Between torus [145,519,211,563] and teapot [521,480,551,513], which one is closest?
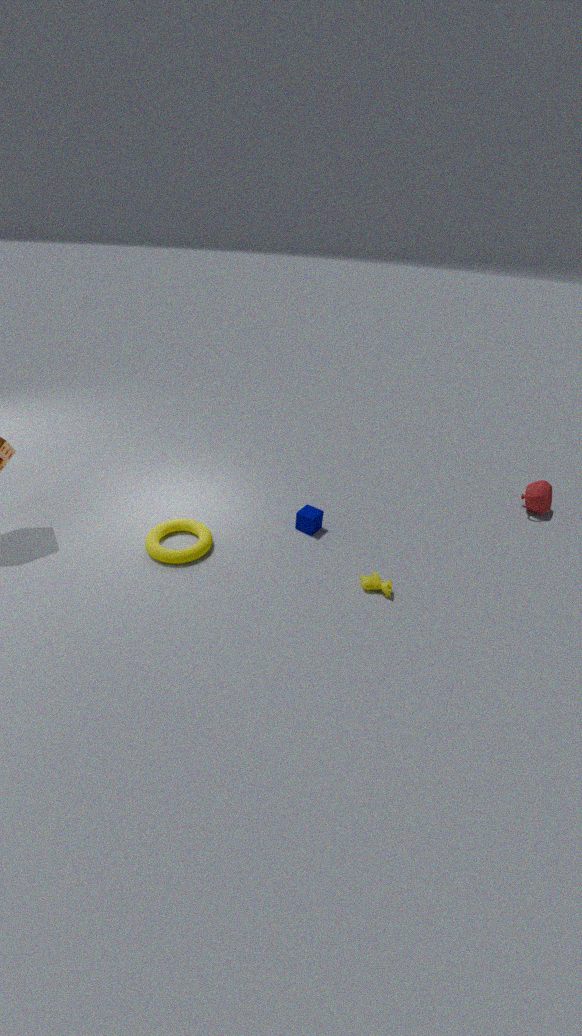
torus [145,519,211,563]
